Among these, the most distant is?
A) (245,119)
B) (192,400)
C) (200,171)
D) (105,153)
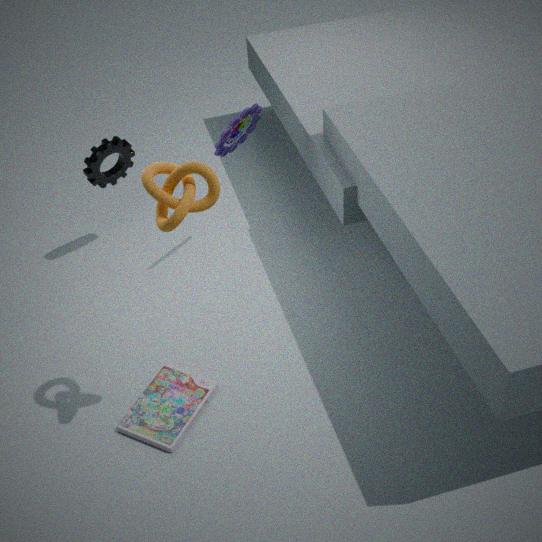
(105,153)
